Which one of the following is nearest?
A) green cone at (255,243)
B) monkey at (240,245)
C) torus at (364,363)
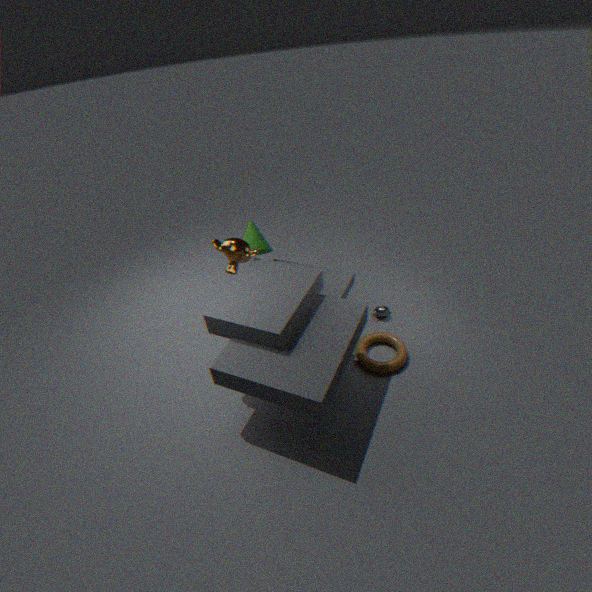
torus at (364,363)
